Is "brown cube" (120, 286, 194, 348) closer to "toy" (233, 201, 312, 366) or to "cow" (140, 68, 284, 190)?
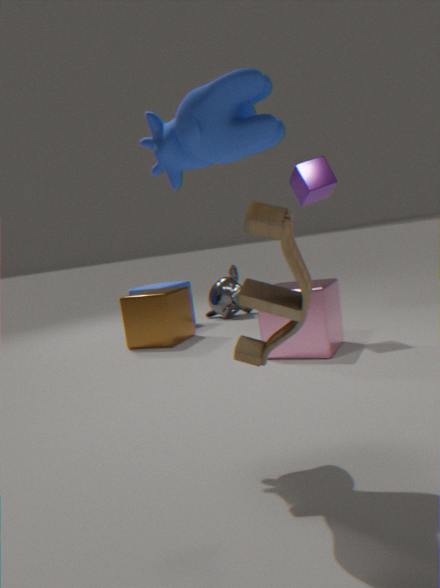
"cow" (140, 68, 284, 190)
